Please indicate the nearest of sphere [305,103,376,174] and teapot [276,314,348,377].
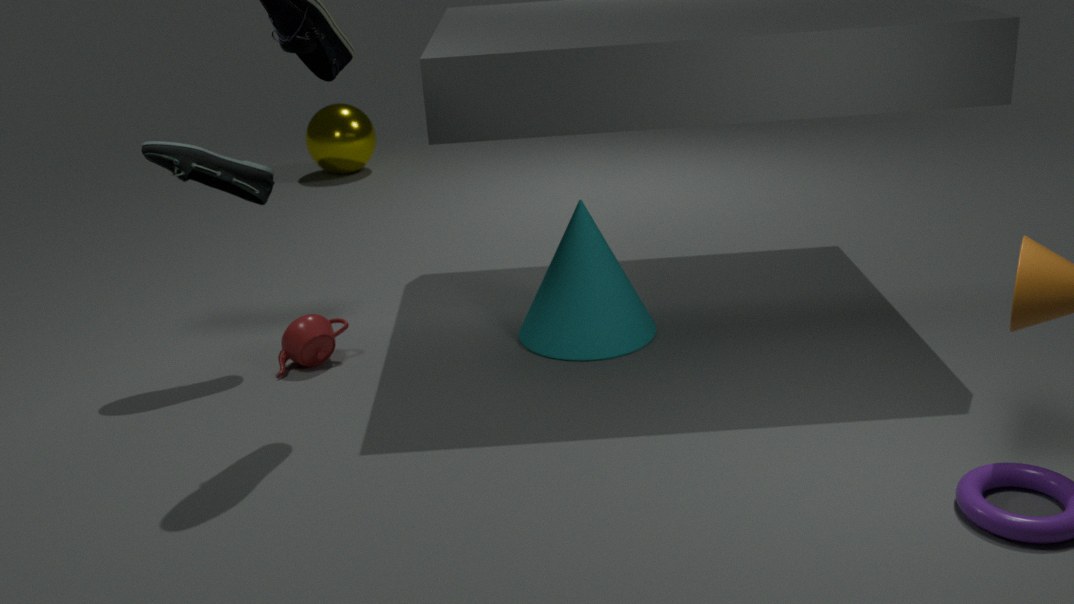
teapot [276,314,348,377]
